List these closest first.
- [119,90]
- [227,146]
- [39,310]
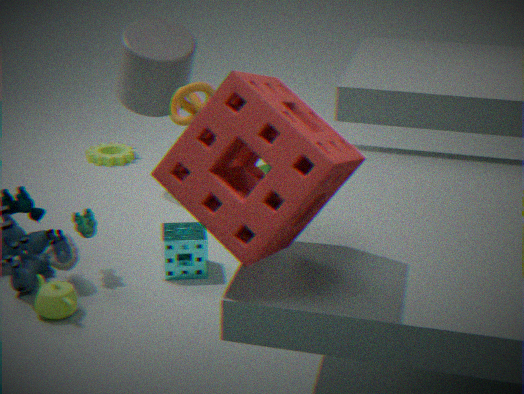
[227,146] < [39,310] < [119,90]
